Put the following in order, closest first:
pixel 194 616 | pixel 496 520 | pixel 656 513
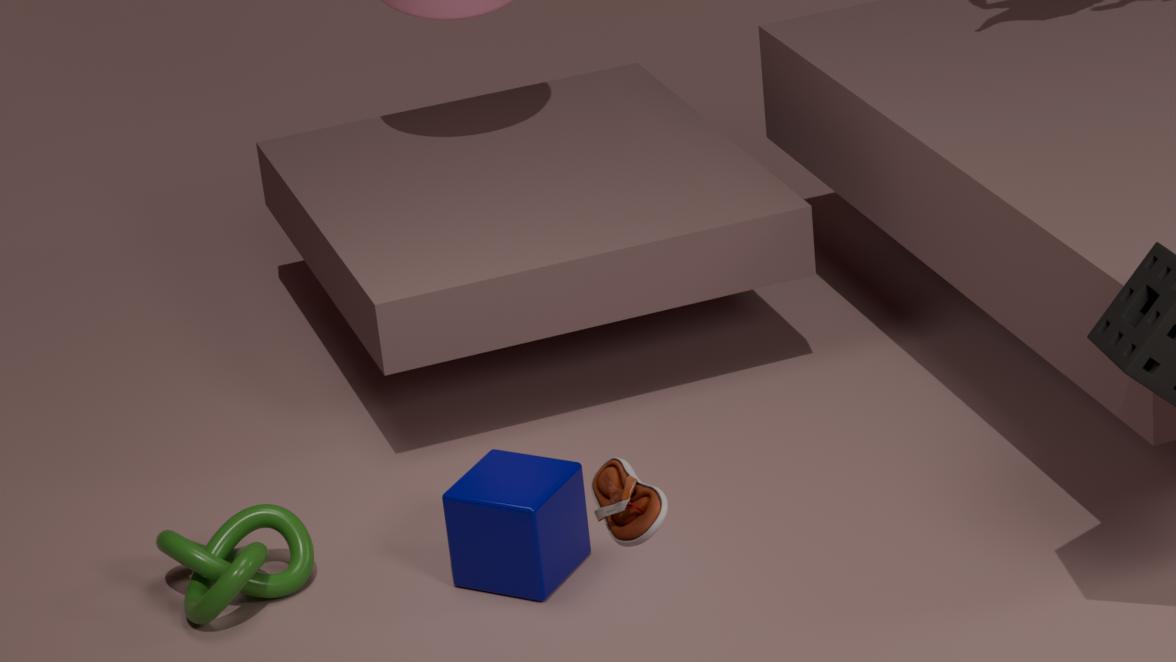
A: pixel 656 513, pixel 496 520, pixel 194 616
